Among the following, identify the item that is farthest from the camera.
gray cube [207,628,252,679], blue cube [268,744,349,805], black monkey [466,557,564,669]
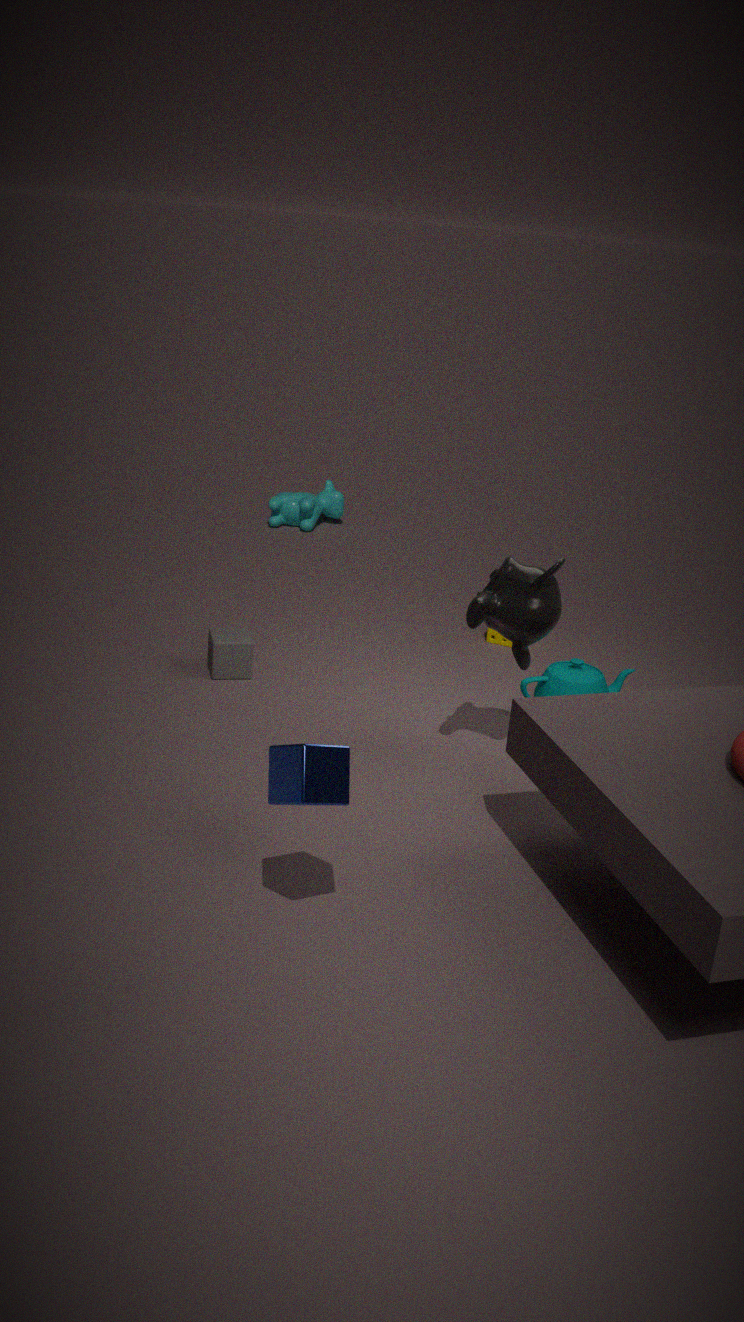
gray cube [207,628,252,679]
